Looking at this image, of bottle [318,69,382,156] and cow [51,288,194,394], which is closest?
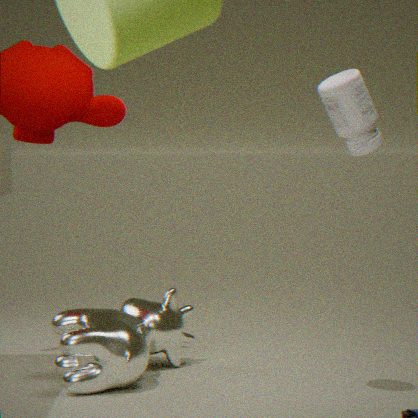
bottle [318,69,382,156]
